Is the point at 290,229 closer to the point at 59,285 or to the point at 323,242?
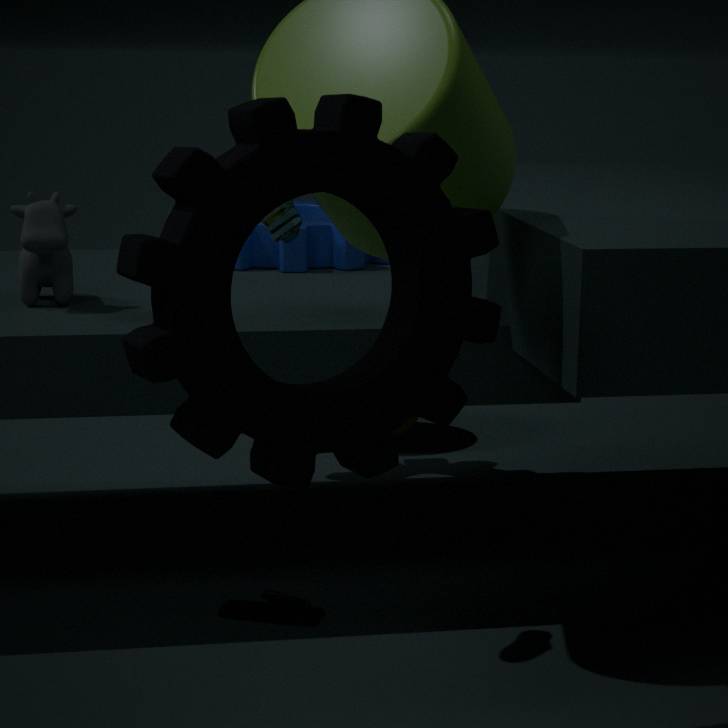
the point at 59,285
